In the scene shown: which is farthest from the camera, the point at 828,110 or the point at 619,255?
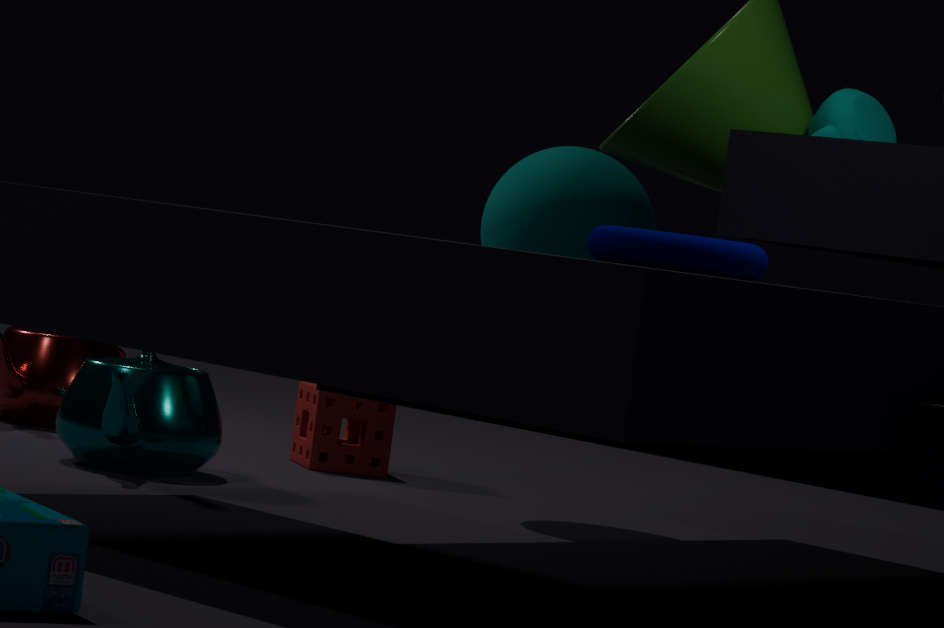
the point at 828,110
